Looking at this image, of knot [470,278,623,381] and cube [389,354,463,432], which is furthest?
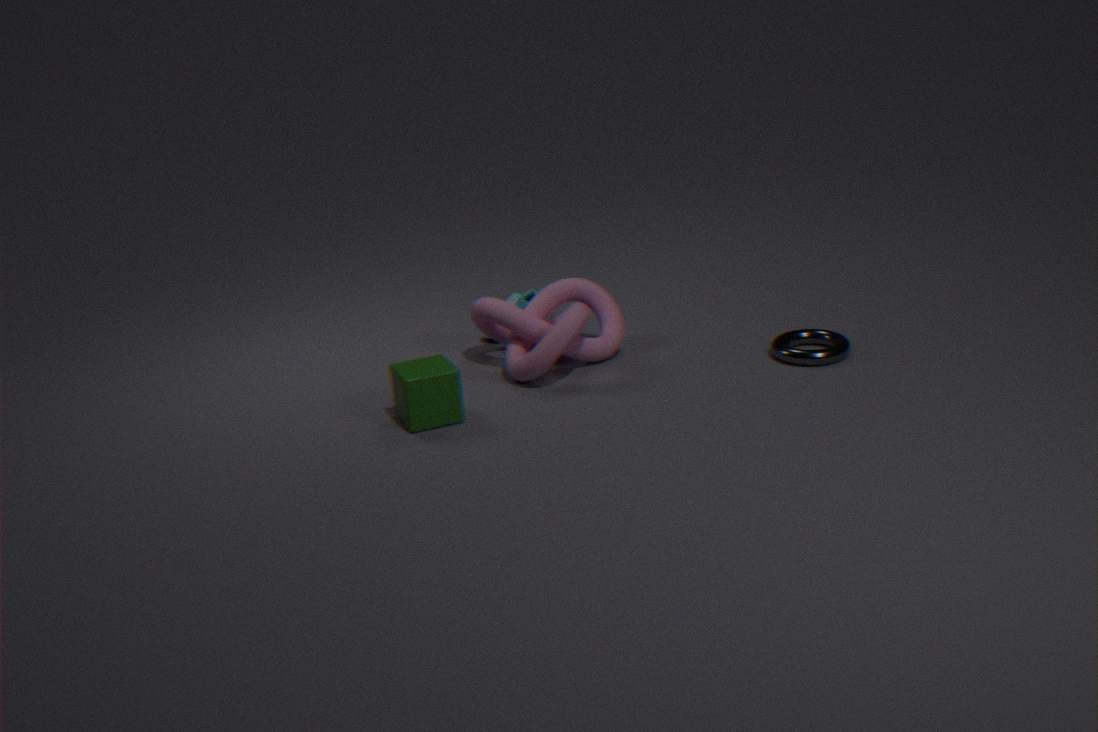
knot [470,278,623,381]
